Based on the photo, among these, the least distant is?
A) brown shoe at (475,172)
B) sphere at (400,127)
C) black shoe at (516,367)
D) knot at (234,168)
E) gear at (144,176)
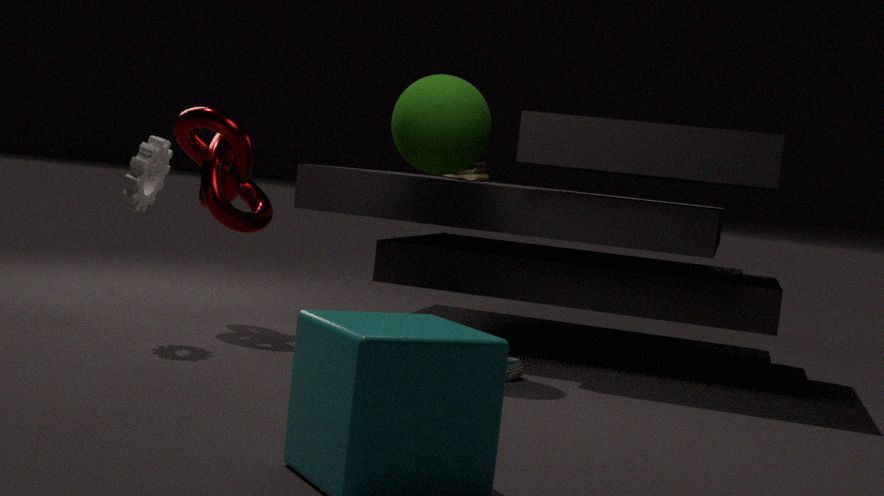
gear at (144,176)
